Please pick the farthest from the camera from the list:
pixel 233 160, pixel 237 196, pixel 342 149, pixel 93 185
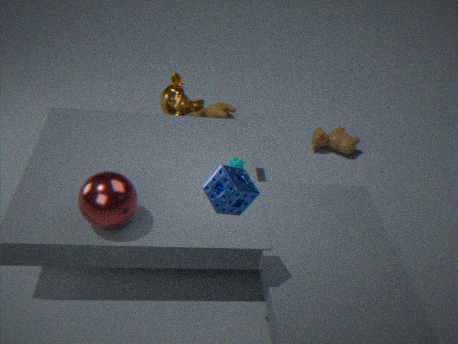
pixel 342 149
